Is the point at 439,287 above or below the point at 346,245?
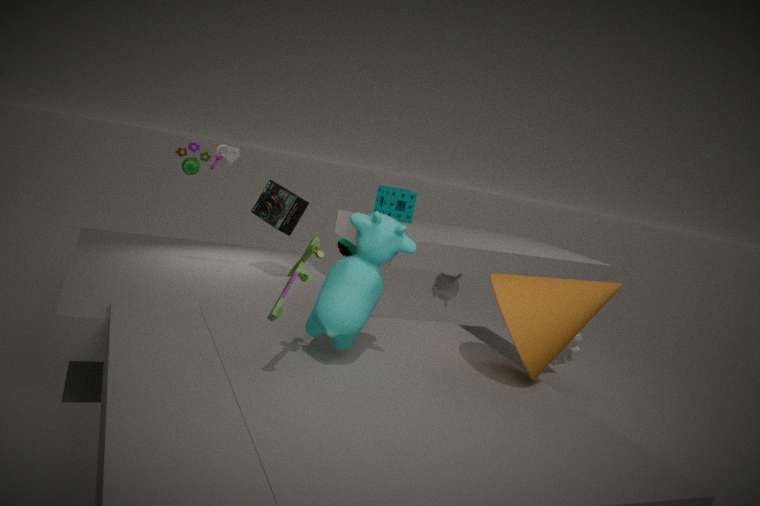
below
